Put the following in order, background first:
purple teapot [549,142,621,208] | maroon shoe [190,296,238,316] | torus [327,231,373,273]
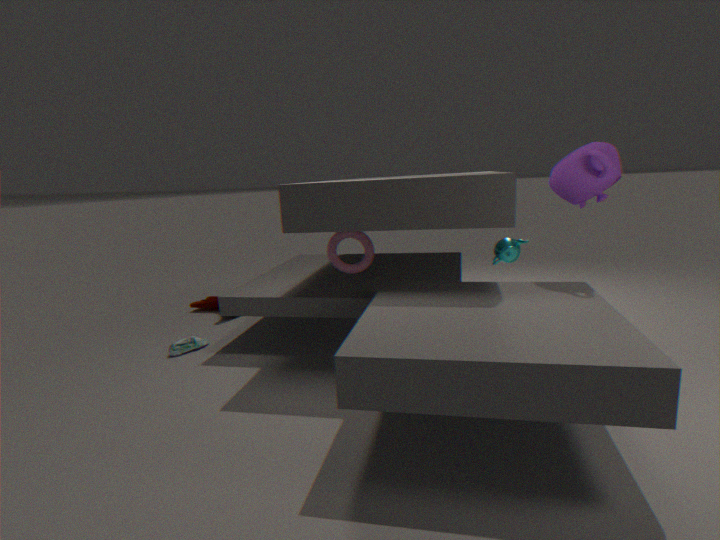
1. maroon shoe [190,296,238,316]
2. torus [327,231,373,273]
3. purple teapot [549,142,621,208]
